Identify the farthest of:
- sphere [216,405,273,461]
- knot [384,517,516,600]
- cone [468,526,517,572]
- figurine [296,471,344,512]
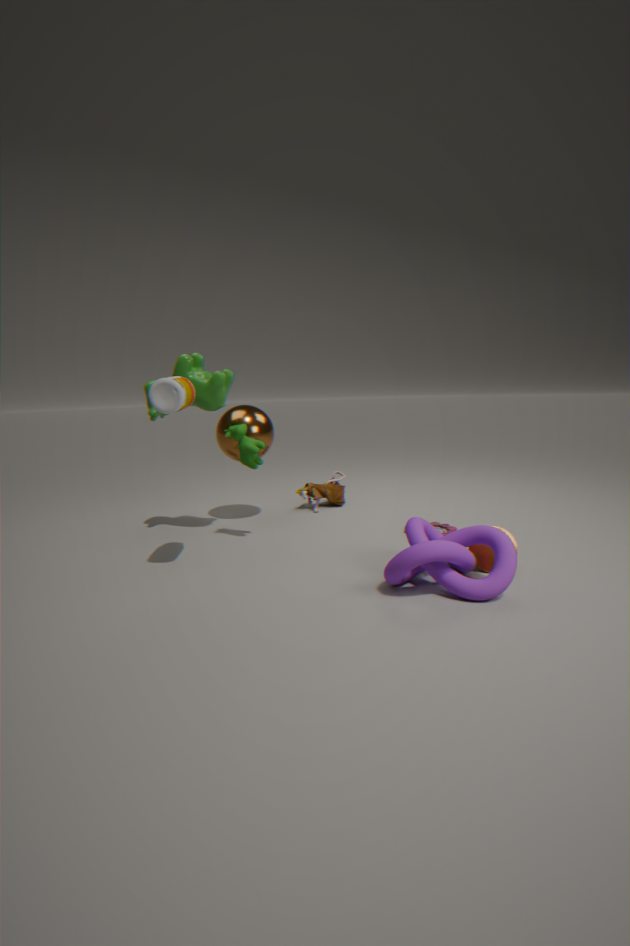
figurine [296,471,344,512]
